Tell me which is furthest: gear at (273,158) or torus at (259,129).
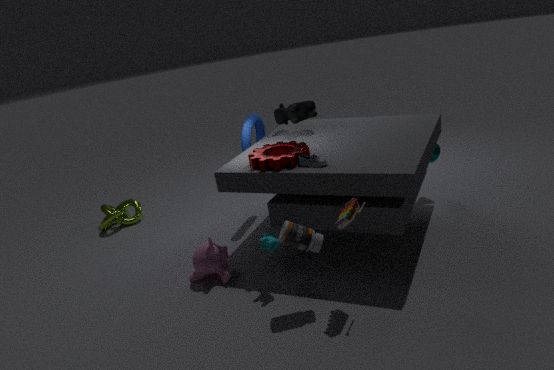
torus at (259,129)
